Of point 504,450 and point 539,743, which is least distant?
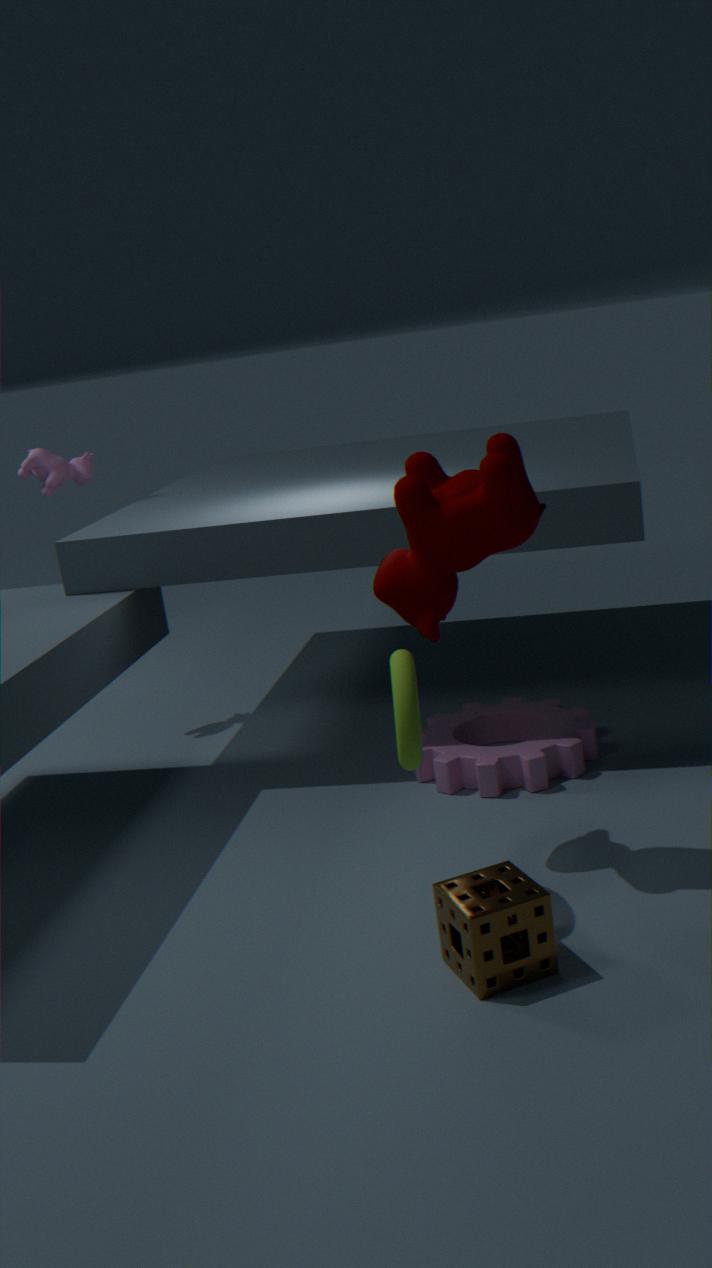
point 504,450
